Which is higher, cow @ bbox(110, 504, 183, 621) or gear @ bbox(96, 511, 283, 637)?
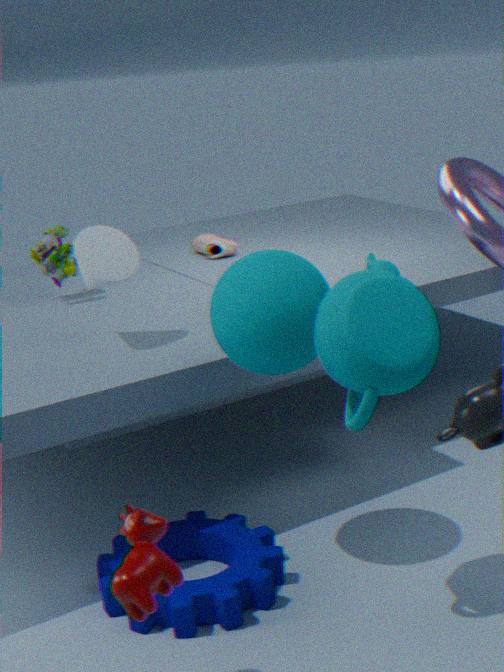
cow @ bbox(110, 504, 183, 621)
